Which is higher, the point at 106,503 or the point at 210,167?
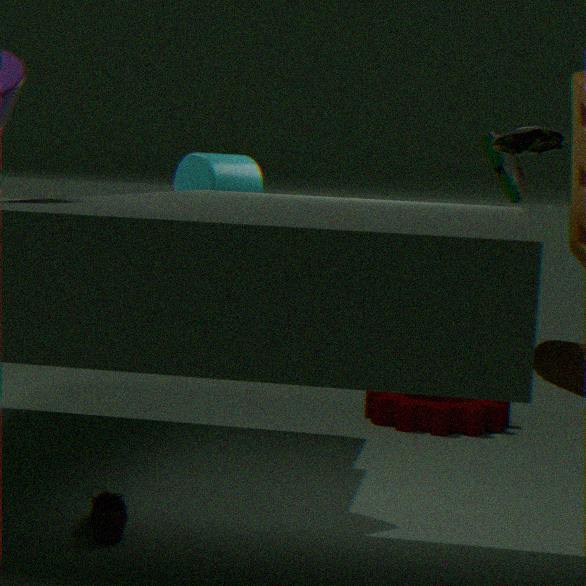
the point at 210,167
